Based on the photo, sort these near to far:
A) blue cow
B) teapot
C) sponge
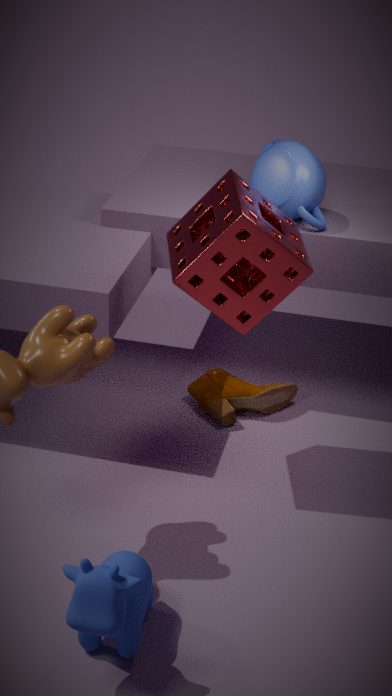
blue cow → sponge → teapot
